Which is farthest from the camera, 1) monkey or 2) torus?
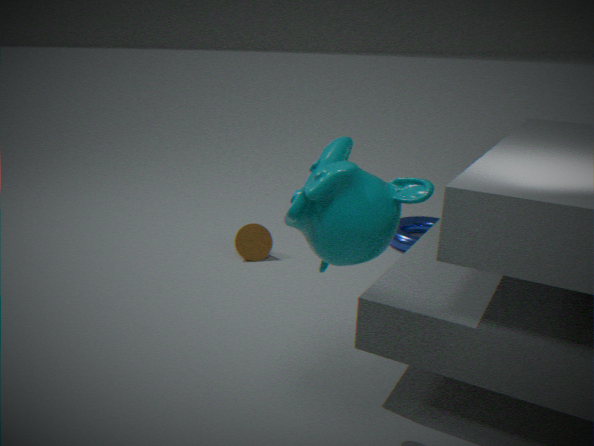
2. torus
